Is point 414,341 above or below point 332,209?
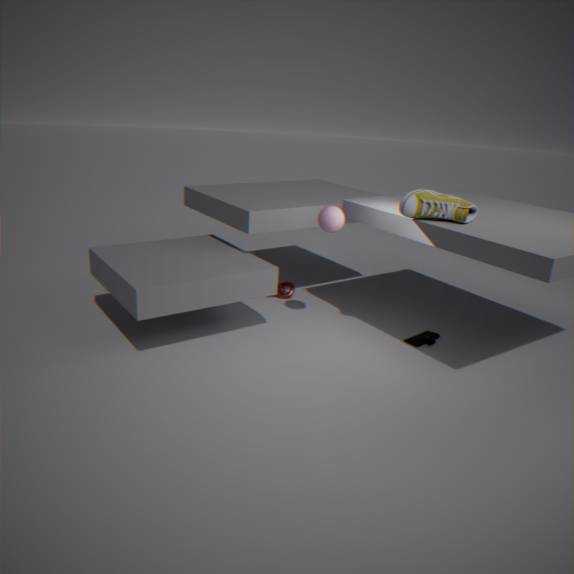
below
